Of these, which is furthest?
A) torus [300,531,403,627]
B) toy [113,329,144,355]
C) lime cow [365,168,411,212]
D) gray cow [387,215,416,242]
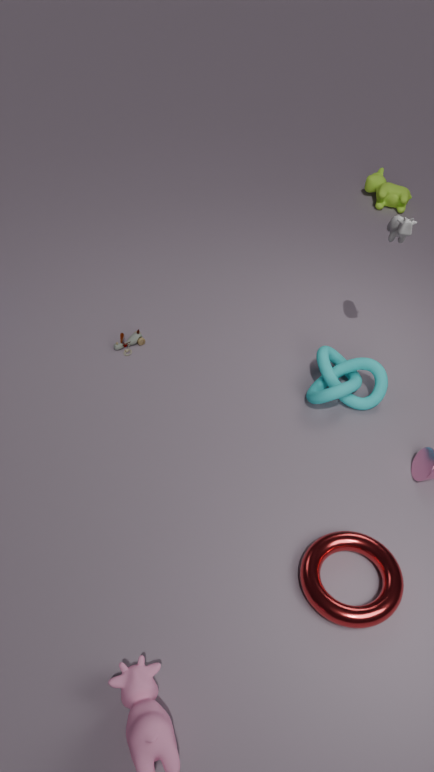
lime cow [365,168,411,212]
